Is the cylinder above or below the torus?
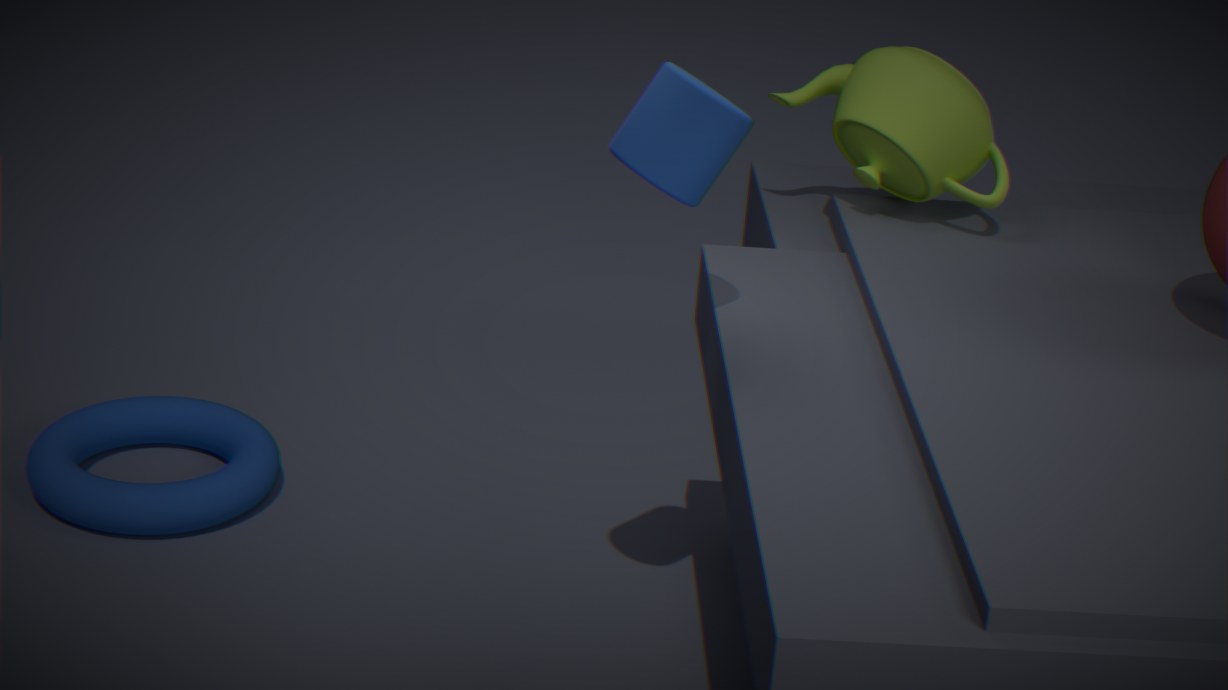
above
